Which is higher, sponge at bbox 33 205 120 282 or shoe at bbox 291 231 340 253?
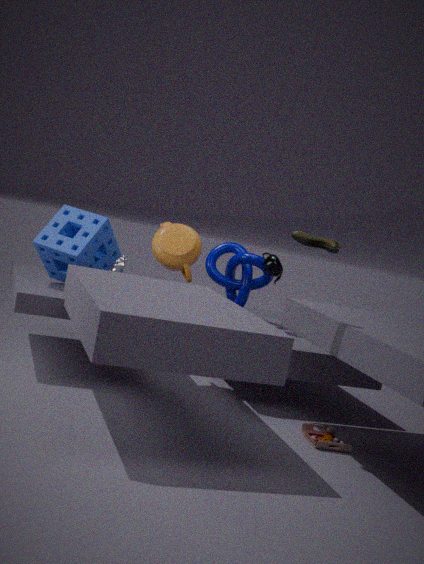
shoe at bbox 291 231 340 253
